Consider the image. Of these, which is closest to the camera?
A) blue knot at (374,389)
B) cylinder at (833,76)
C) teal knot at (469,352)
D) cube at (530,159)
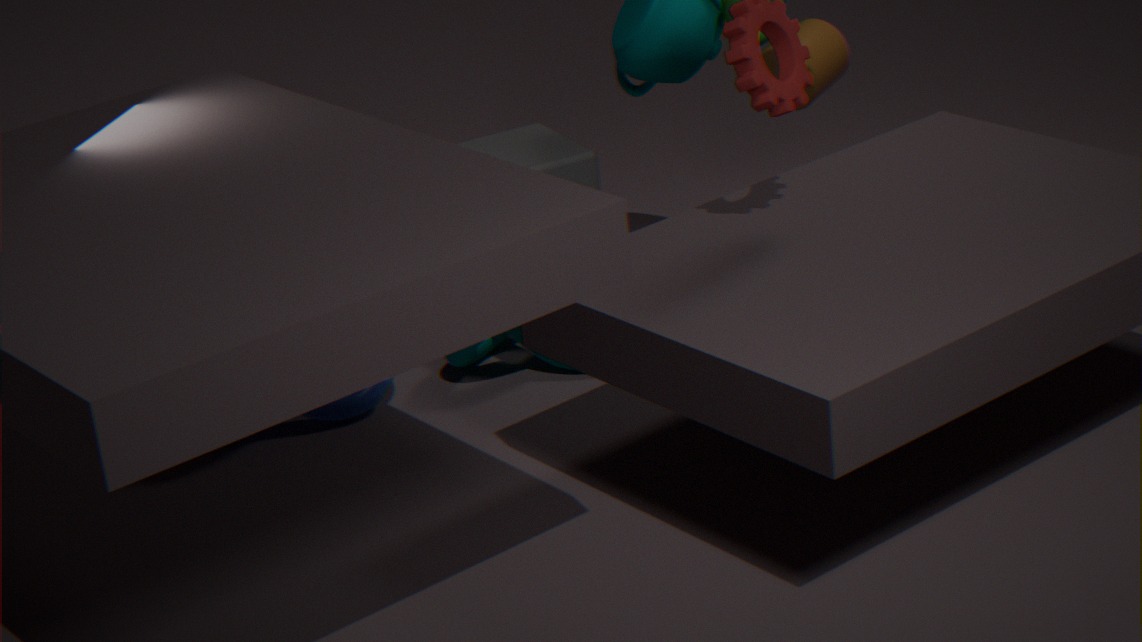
blue knot at (374,389)
